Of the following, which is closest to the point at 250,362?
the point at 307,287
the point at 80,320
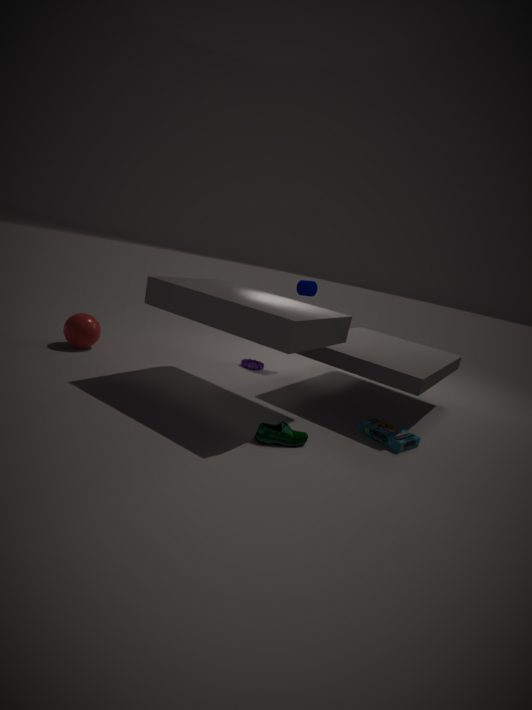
the point at 307,287
